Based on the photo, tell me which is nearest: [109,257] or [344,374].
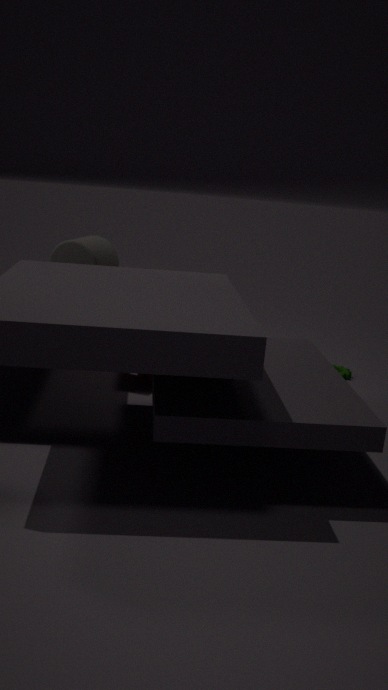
[109,257]
